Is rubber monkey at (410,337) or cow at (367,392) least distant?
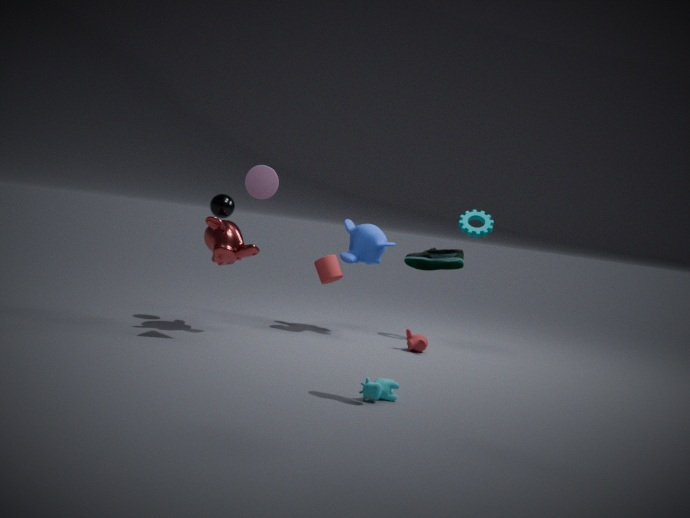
cow at (367,392)
